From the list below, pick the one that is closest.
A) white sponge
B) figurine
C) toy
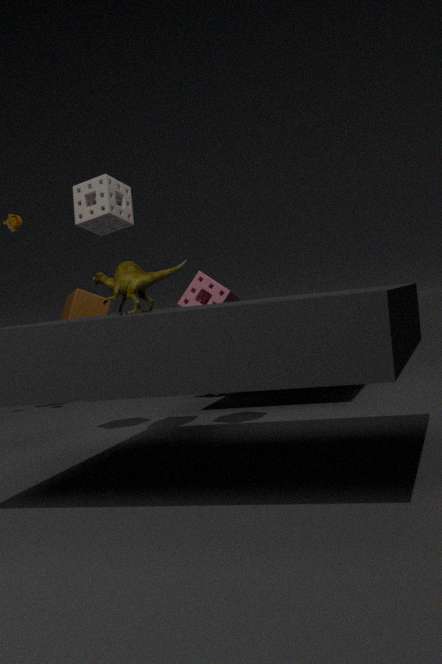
figurine
